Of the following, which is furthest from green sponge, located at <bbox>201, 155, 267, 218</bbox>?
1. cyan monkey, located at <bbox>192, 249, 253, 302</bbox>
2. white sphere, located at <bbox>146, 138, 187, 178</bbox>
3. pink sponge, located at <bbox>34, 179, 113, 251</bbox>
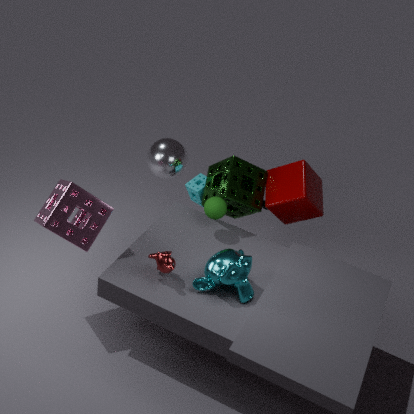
pink sponge, located at <bbox>34, 179, 113, 251</bbox>
